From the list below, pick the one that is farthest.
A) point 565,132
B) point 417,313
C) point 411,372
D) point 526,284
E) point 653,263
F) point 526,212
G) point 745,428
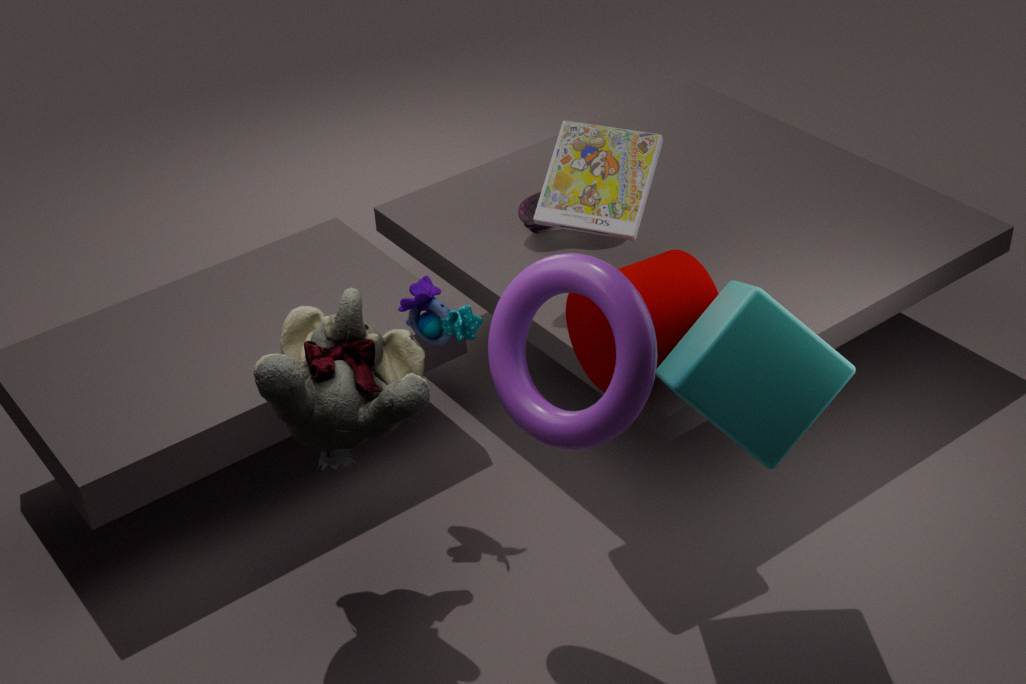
point 526,212
